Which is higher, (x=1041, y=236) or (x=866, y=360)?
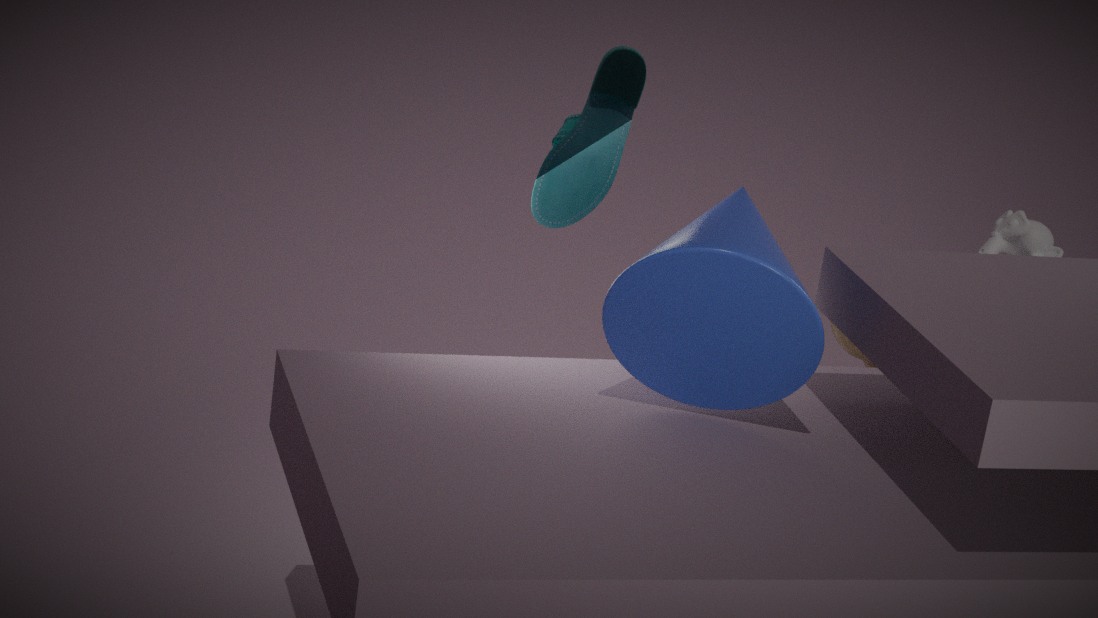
(x=1041, y=236)
